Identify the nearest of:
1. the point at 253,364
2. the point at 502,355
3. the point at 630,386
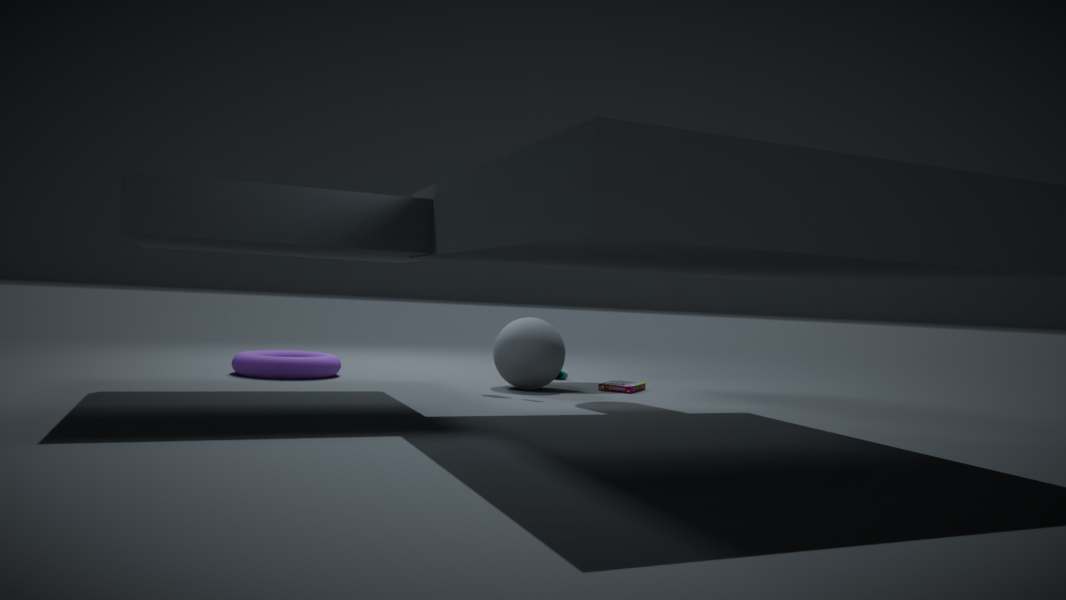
the point at 253,364
